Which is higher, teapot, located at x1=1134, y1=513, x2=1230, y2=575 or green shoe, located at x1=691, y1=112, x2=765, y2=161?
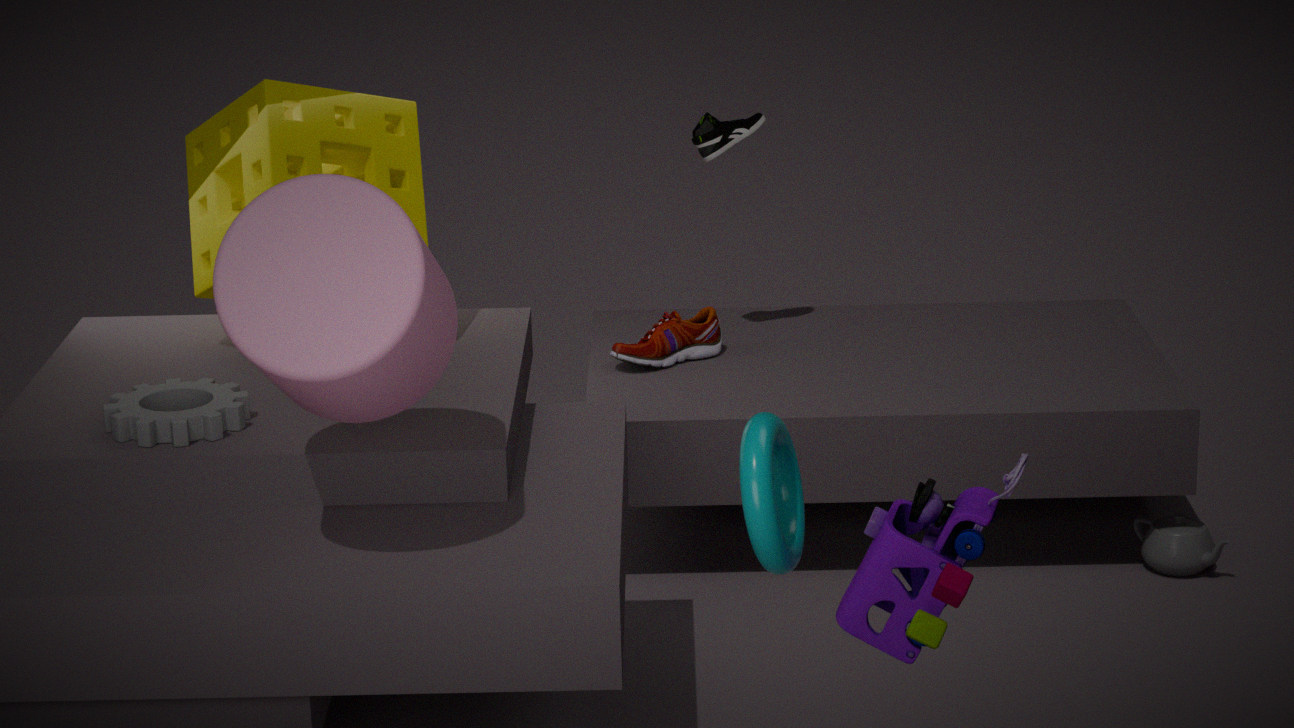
green shoe, located at x1=691, y1=112, x2=765, y2=161
